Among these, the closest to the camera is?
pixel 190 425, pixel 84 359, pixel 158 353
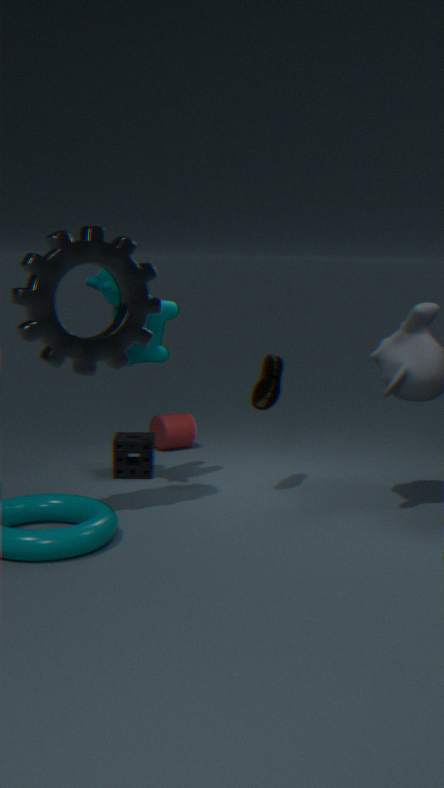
pixel 84 359
